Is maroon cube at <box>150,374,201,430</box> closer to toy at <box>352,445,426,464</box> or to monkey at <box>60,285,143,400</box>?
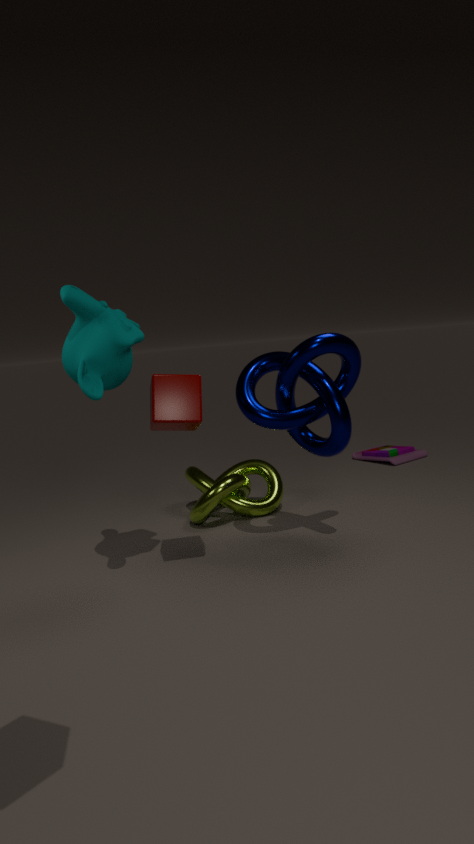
monkey at <box>60,285,143,400</box>
